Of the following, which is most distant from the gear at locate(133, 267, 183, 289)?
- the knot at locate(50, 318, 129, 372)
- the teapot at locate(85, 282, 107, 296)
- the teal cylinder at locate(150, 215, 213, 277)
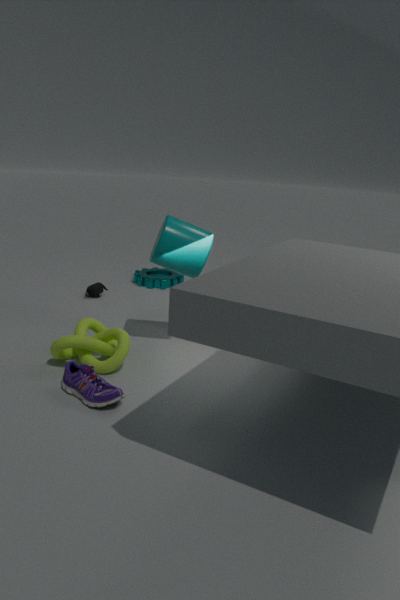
the knot at locate(50, 318, 129, 372)
